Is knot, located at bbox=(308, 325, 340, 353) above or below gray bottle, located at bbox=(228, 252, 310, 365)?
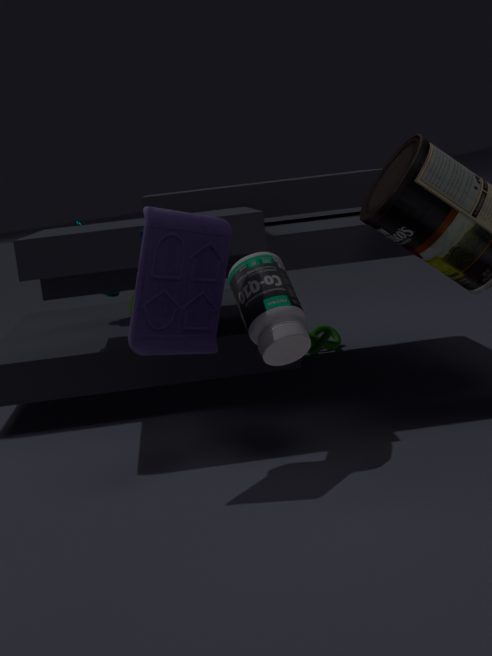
below
